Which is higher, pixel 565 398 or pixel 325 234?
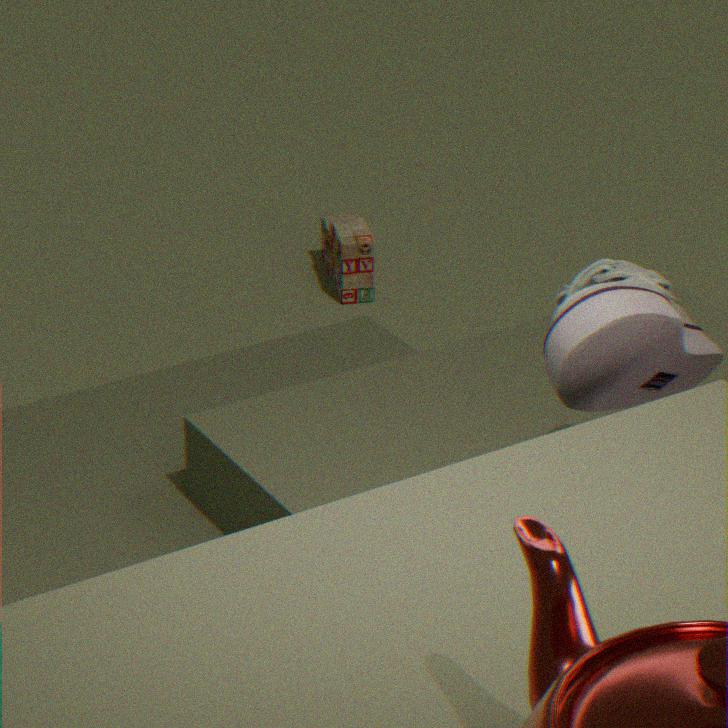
pixel 565 398
